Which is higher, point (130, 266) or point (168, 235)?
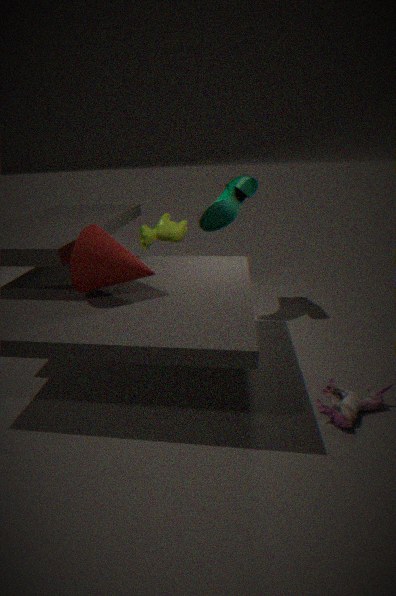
point (130, 266)
